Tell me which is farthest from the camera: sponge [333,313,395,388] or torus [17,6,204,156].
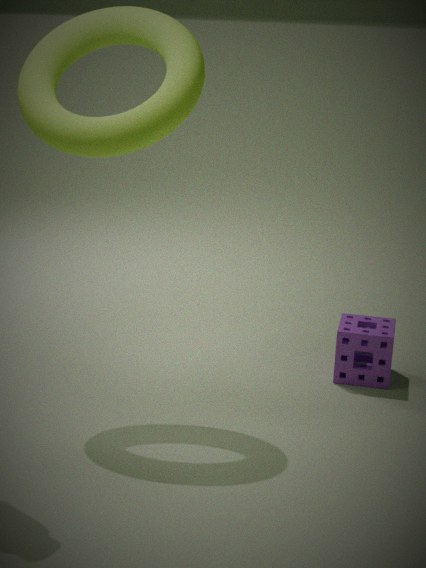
sponge [333,313,395,388]
